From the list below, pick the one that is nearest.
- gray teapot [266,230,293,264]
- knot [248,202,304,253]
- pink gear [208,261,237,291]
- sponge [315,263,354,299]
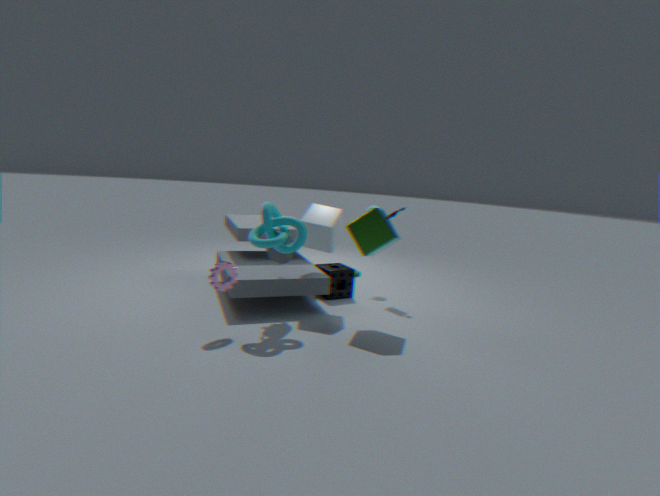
pink gear [208,261,237,291]
